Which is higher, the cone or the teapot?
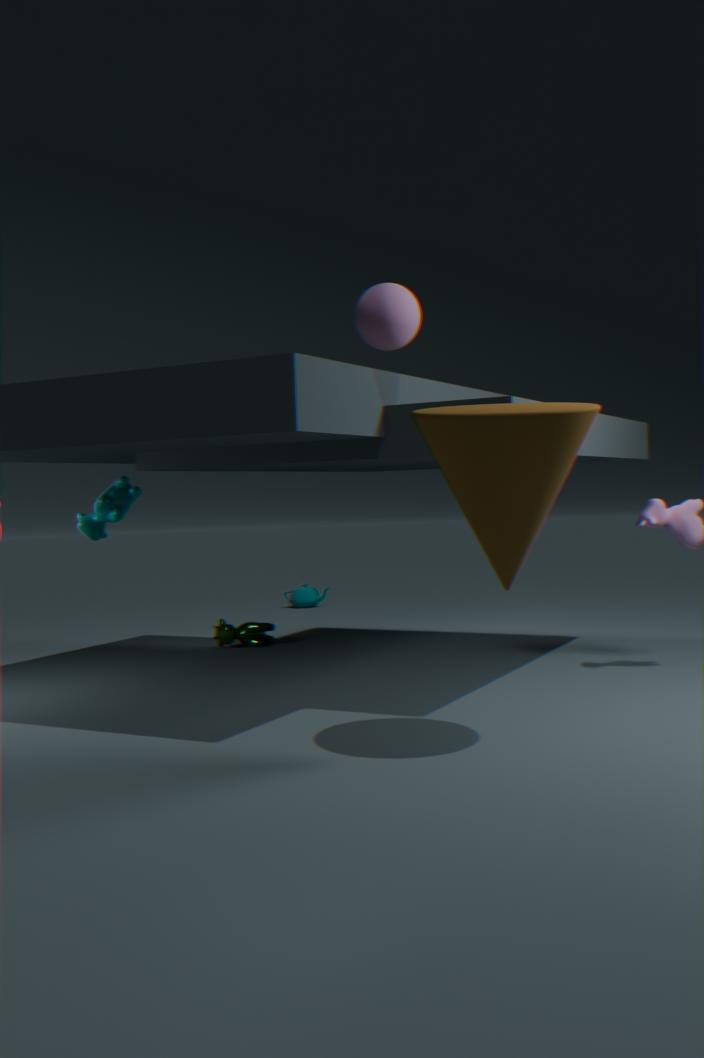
the cone
